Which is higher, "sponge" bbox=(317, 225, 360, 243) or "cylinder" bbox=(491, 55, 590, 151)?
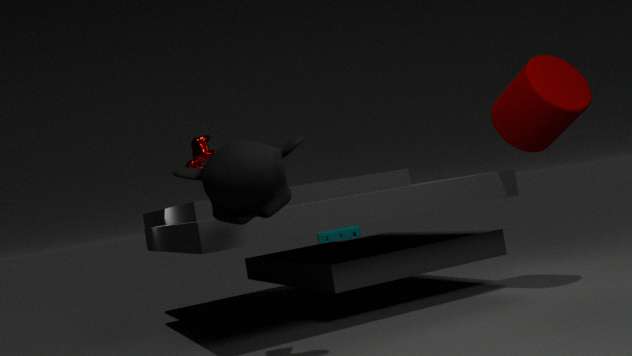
"cylinder" bbox=(491, 55, 590, 151)
